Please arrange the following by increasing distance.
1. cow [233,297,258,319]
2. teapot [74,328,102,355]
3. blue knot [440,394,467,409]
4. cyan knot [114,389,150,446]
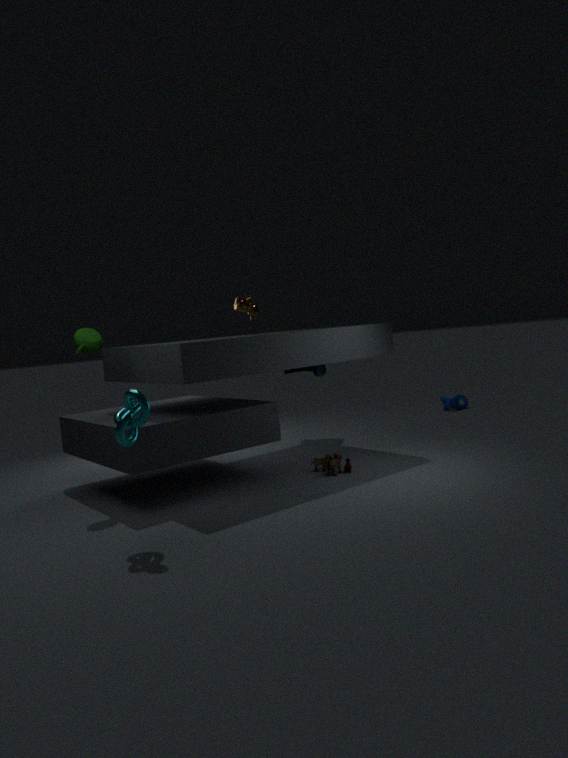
cyan knot [114,389,150,446] < teapot [74,328,102,355] < cow [233,297,258,319] < blue knot [440,394,467,409]
